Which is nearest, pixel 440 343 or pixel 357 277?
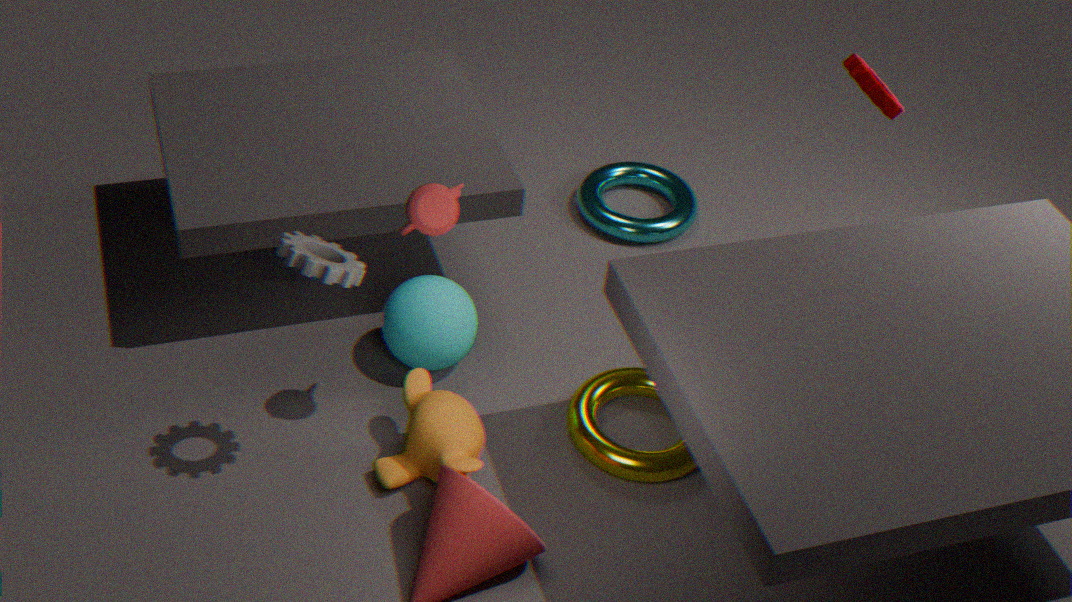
pixel 357 277
